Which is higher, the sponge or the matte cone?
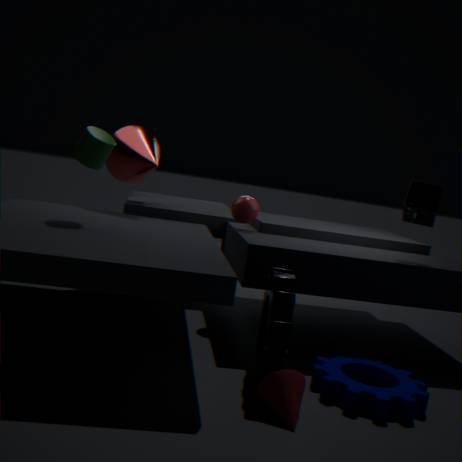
the sponge
